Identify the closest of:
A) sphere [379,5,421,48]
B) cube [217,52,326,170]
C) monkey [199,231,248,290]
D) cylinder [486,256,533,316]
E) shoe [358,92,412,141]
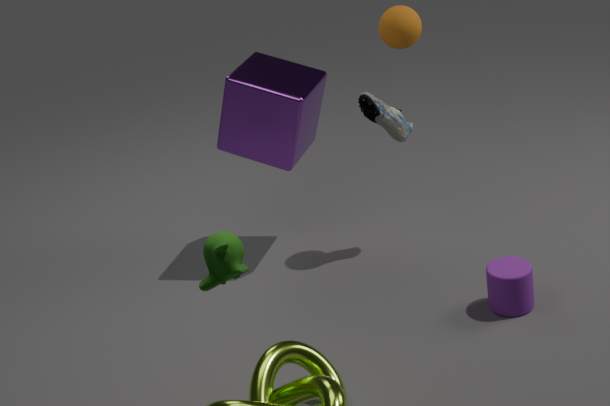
monkey [199,231,248,290]
